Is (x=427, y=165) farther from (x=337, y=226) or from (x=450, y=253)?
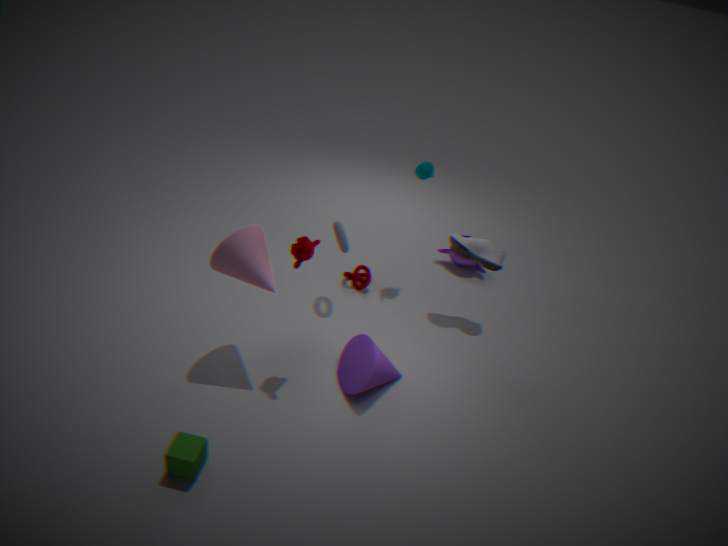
(x=450, y=253)
